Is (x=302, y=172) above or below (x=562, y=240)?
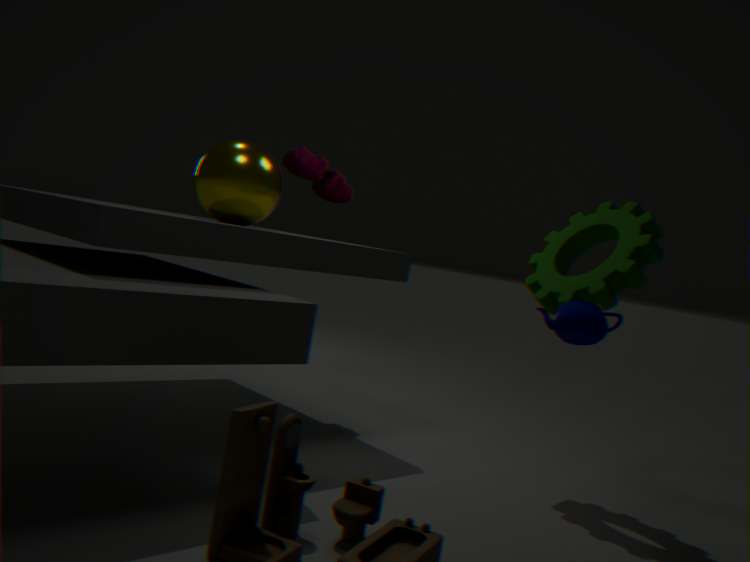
above
